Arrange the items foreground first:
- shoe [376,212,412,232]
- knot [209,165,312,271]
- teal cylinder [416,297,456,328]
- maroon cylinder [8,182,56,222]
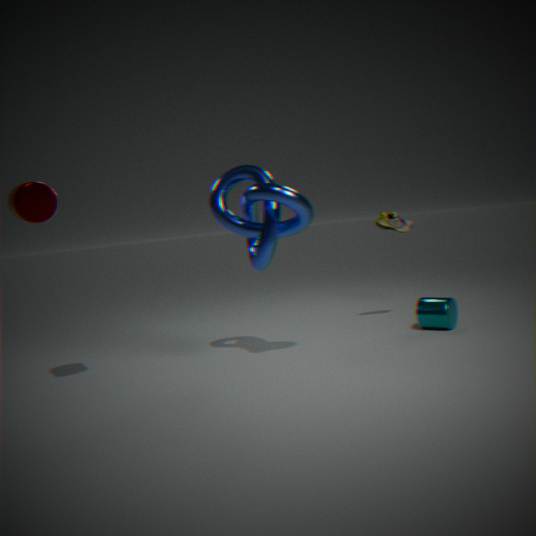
maroon cylinder [8,182,56,222]
knot [209,165,312,271]
teal cylinder [416,297,456,328]
shoe [376,212,412,232]
